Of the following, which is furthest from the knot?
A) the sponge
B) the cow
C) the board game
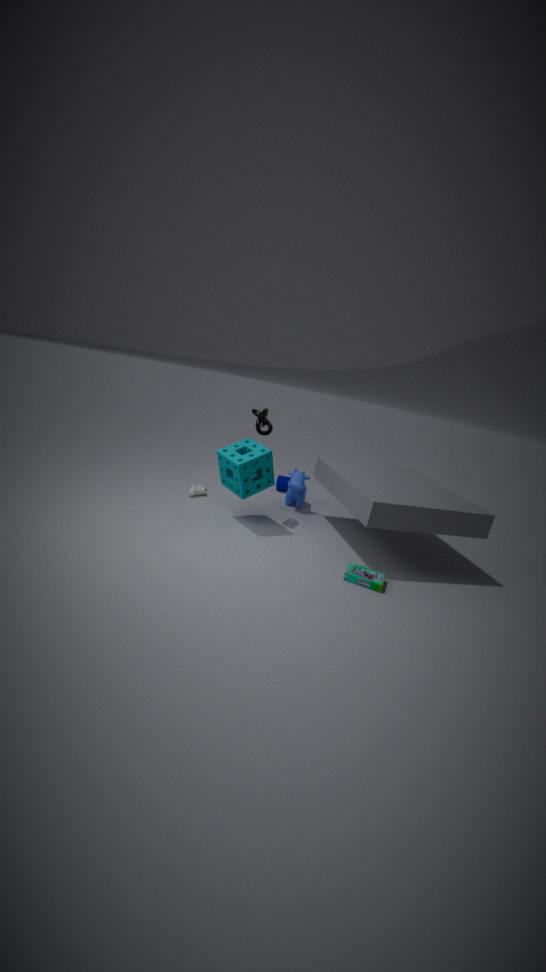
the board game
